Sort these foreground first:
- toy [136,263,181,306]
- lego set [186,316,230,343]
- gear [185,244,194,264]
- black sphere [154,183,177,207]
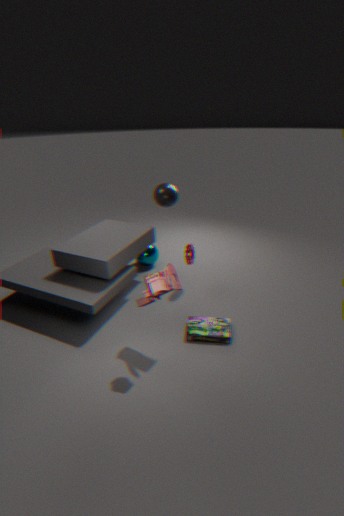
toy [136,263,181,306]
lego set [186,316,230,343]
gear [185,244,194,264]
black sphere [154,183,177,207]
